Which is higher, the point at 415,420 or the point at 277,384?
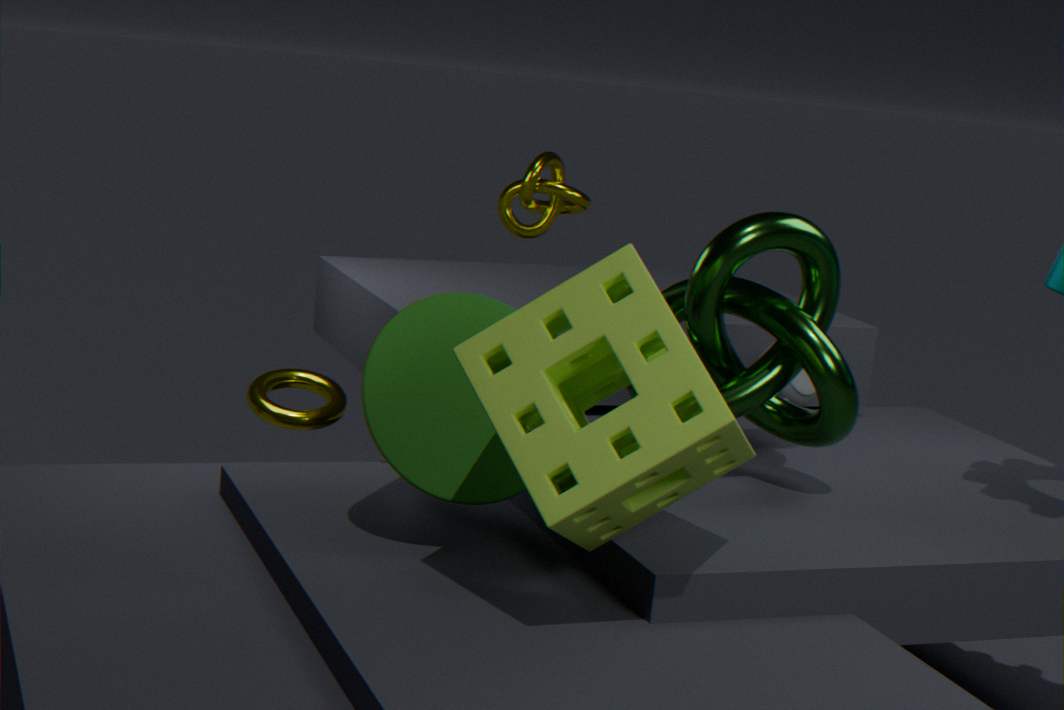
the point at 415,420
